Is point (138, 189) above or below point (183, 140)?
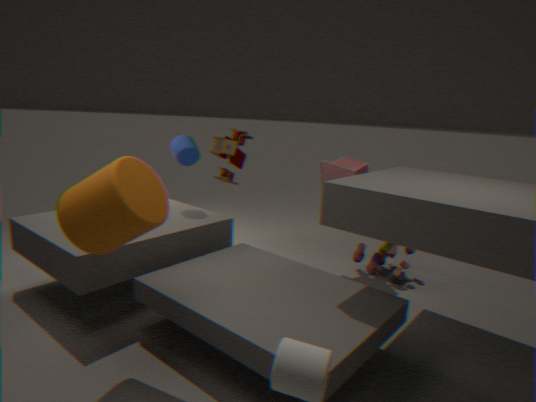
below
